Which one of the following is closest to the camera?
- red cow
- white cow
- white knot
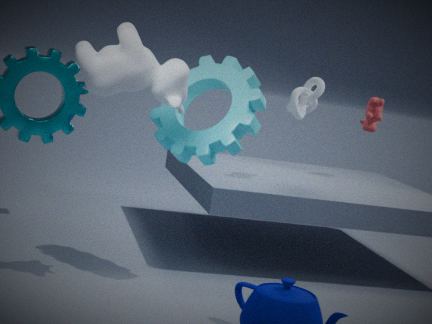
white cow
